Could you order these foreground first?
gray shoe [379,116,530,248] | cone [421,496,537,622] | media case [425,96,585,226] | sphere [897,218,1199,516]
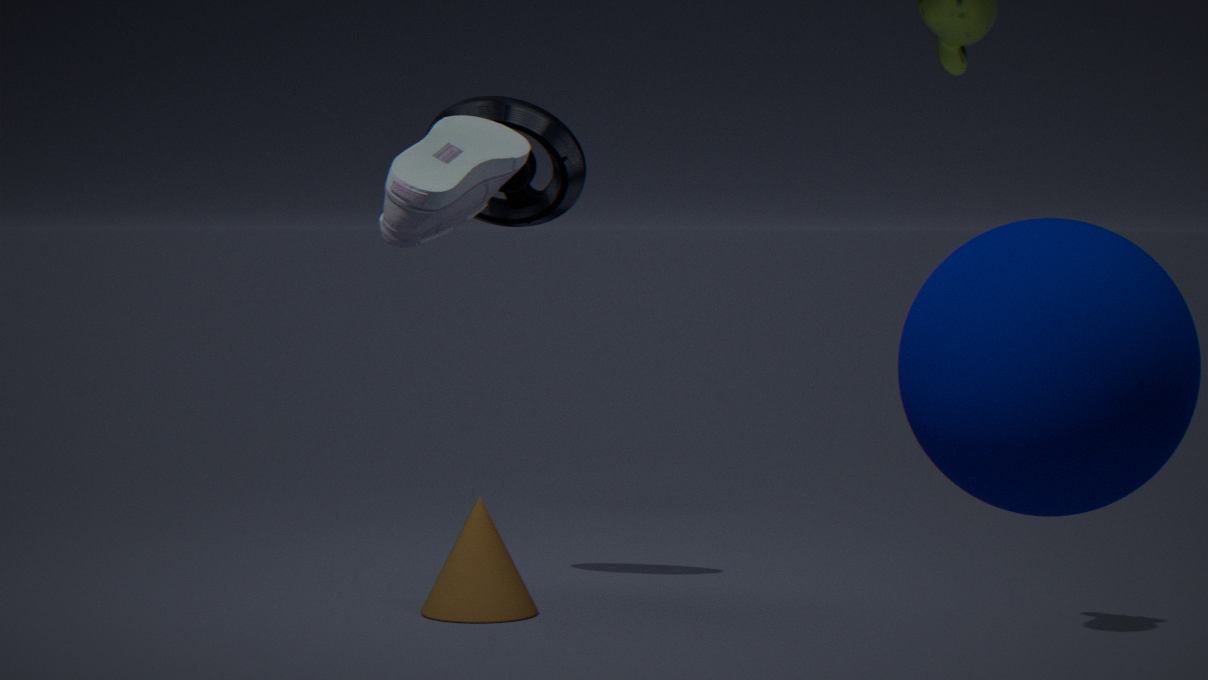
gray shoe [379,116,530,248] < sphere [897,218,1199,516] < cone [421,496,537,622] < media case [425,96,585,226]
